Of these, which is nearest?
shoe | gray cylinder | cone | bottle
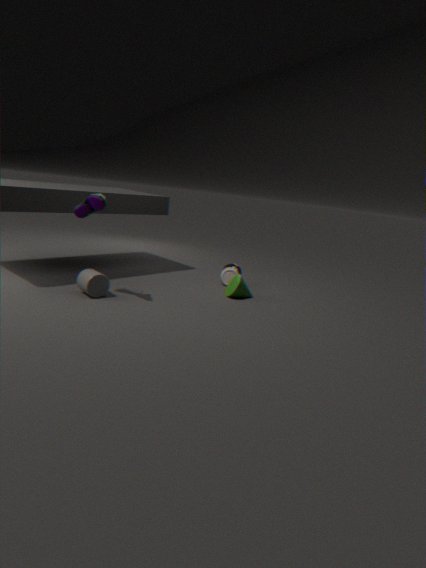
shoe
